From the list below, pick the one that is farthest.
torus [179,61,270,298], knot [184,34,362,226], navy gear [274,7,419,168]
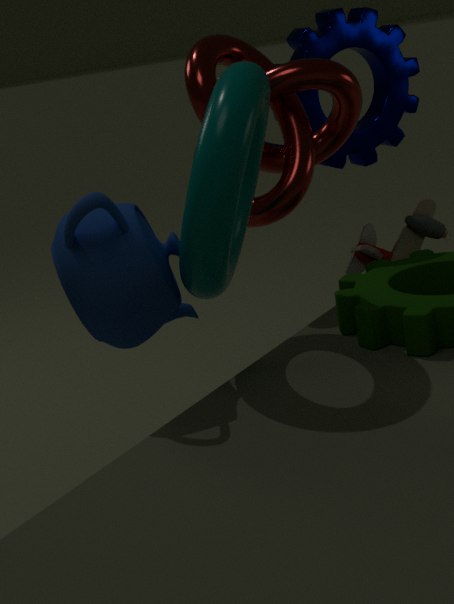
navy gear [274,7,419,168]
